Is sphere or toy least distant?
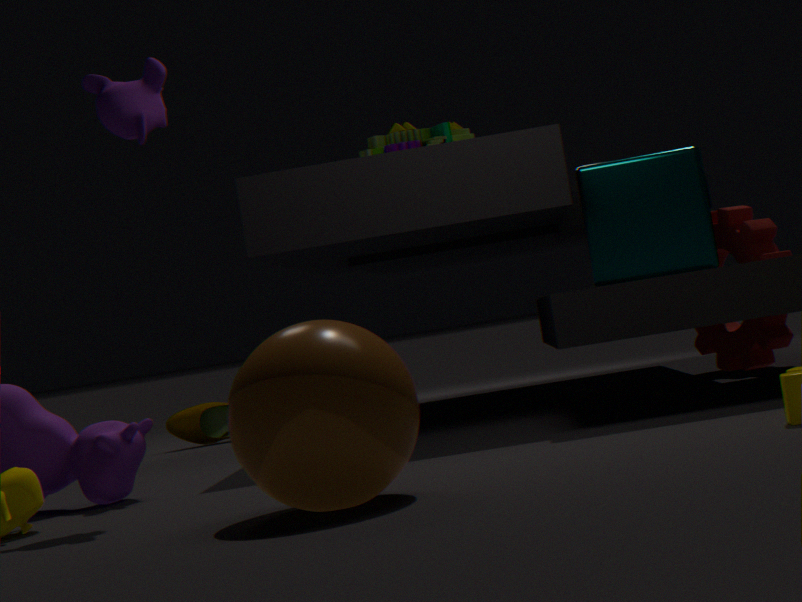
sphere
